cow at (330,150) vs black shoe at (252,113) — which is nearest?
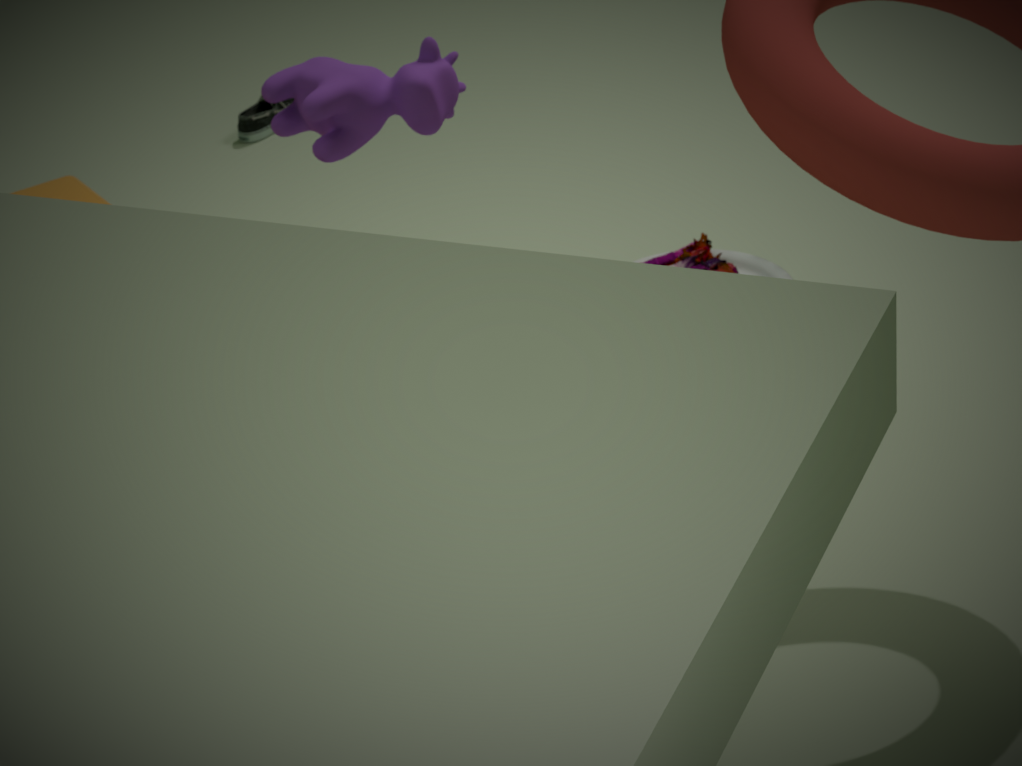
cow at (330,150)
